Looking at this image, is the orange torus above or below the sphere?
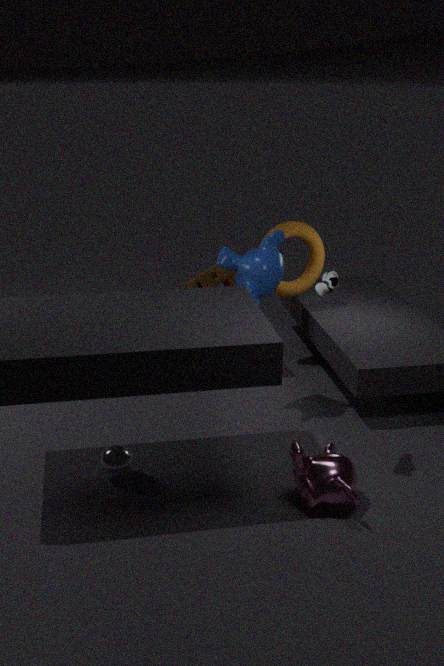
above
